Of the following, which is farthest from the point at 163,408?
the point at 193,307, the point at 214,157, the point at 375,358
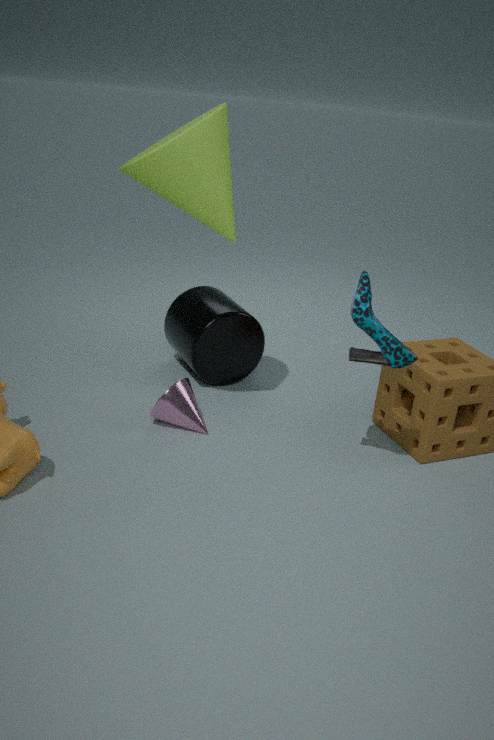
the point at 214,157
